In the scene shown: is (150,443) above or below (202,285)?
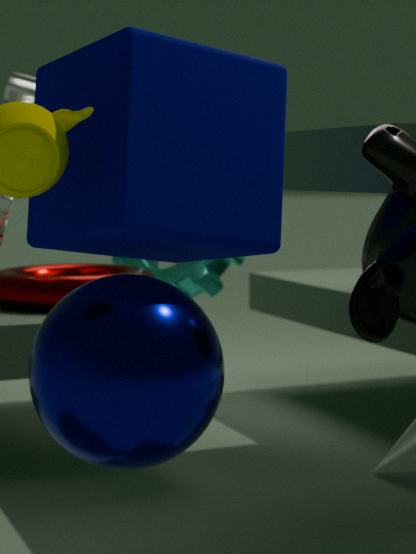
below
